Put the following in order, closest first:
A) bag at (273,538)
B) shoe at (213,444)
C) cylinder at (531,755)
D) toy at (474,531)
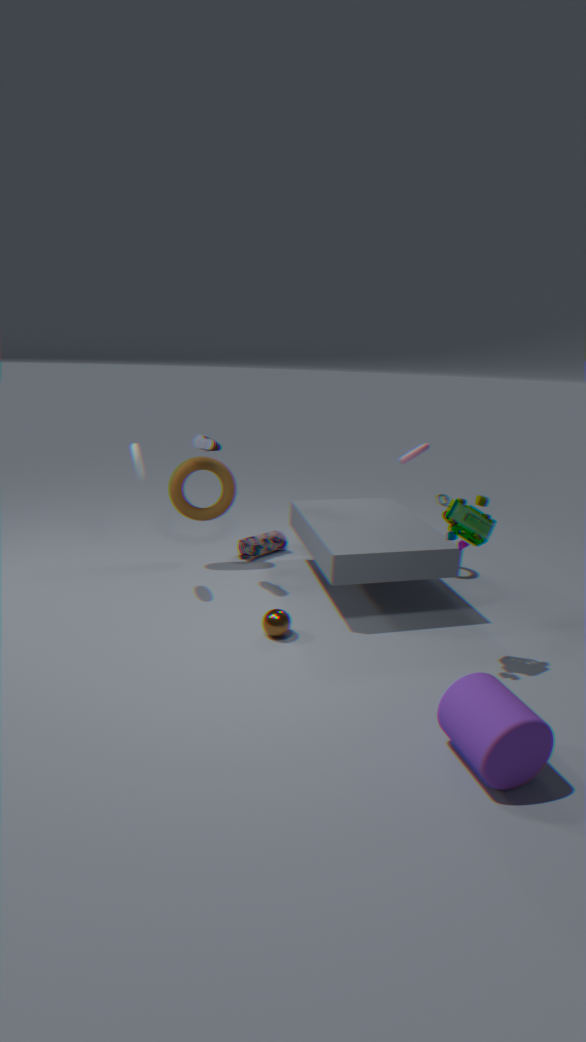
cylinder at (531,755) → toy at (474,531) → shoe at (213,444) → bag at (273,538)
